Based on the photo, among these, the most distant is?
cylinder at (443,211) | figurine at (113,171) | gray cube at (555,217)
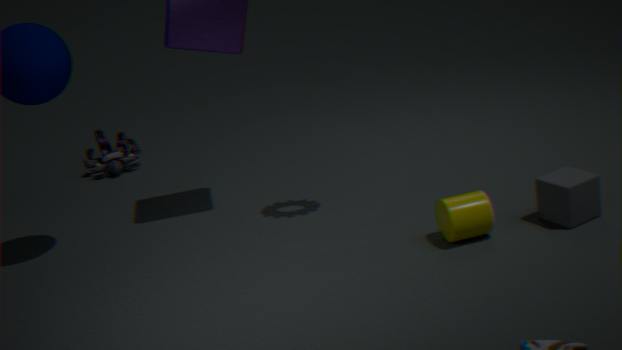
figurine at (113,171)
